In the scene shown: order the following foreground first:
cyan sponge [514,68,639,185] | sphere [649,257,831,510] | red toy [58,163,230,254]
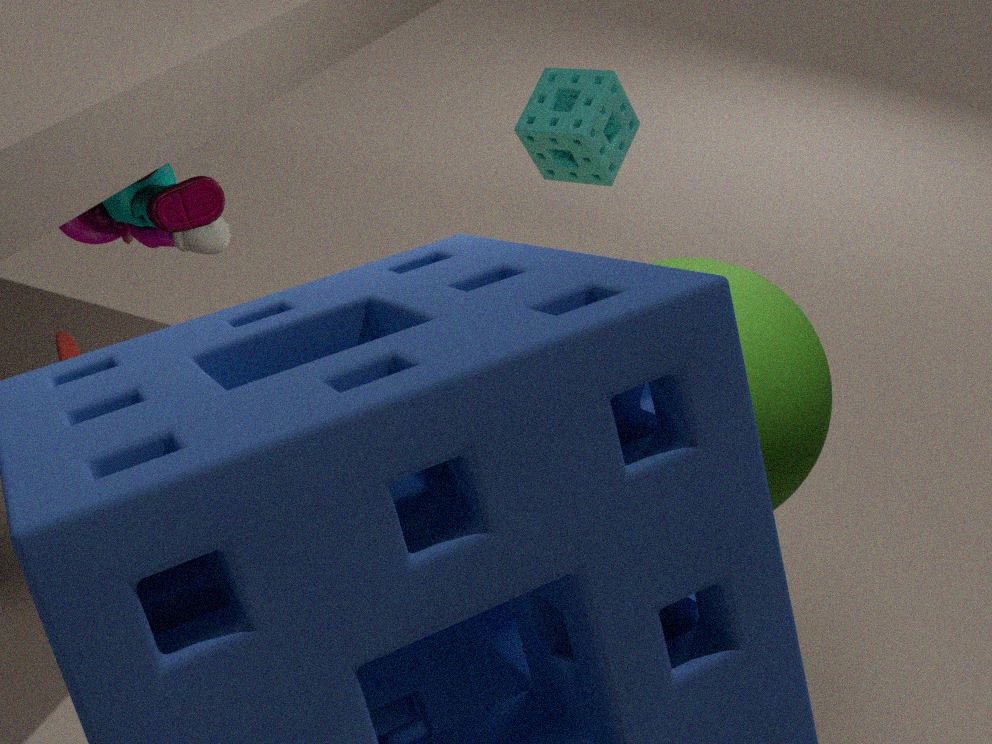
sphere [649,257,831,510], red toy [58,163,230,254], cyan sponge [514,68,639,185]
